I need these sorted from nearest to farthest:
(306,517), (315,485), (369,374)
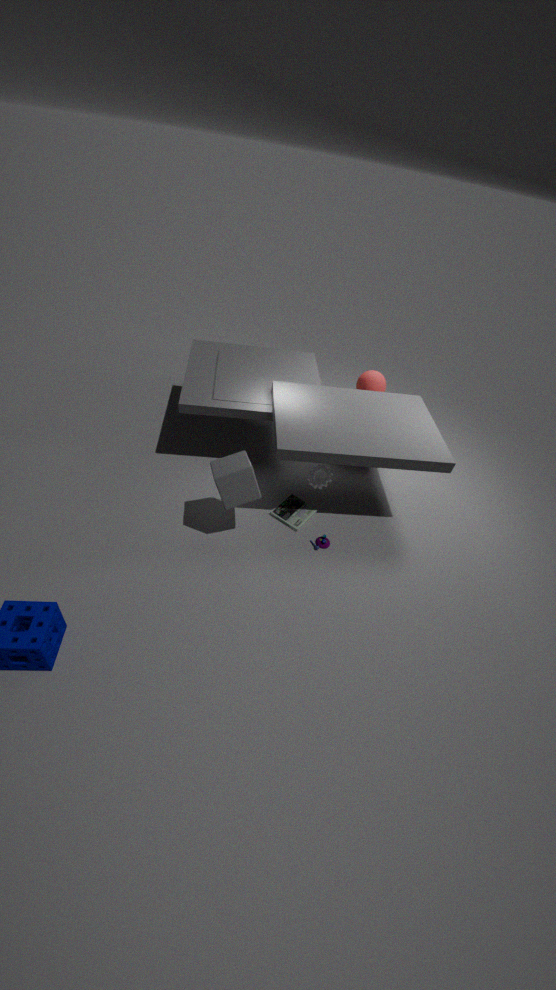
1. (315,485)
2. (306,517)
3. (369,374)
